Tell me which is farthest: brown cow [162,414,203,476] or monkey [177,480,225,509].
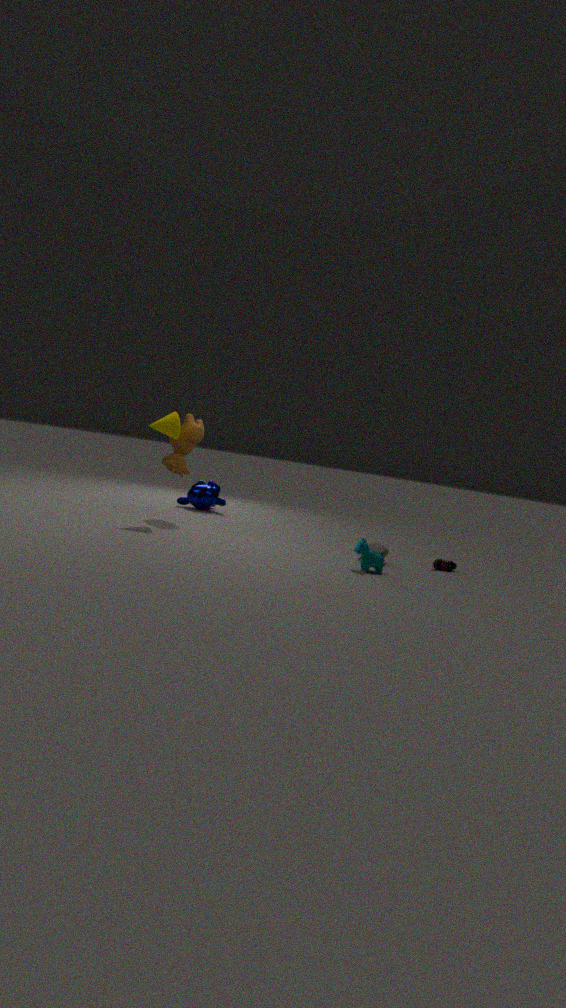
monkey [177,480,225,509]
